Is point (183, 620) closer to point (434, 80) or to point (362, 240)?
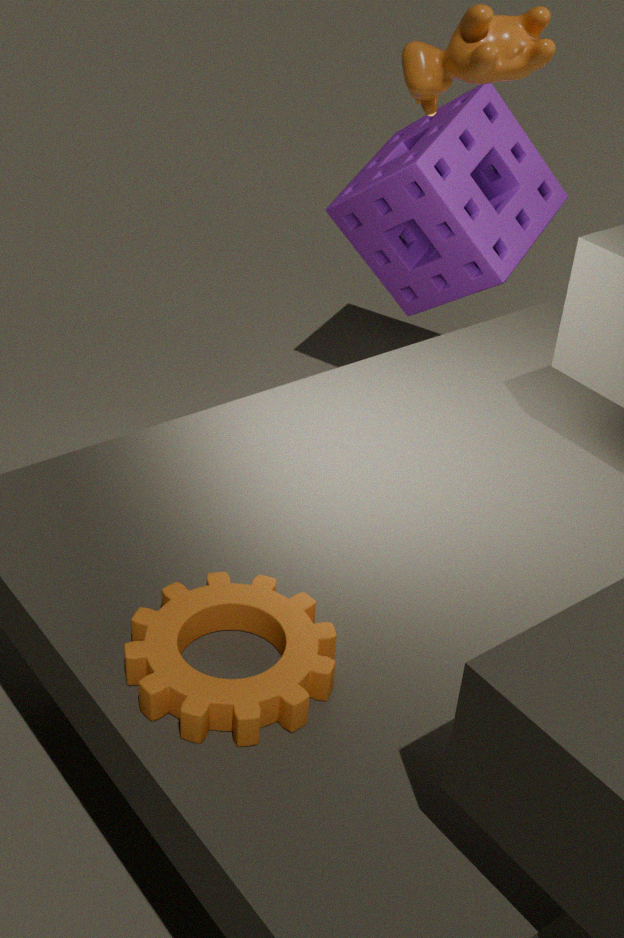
point (434, 80)
